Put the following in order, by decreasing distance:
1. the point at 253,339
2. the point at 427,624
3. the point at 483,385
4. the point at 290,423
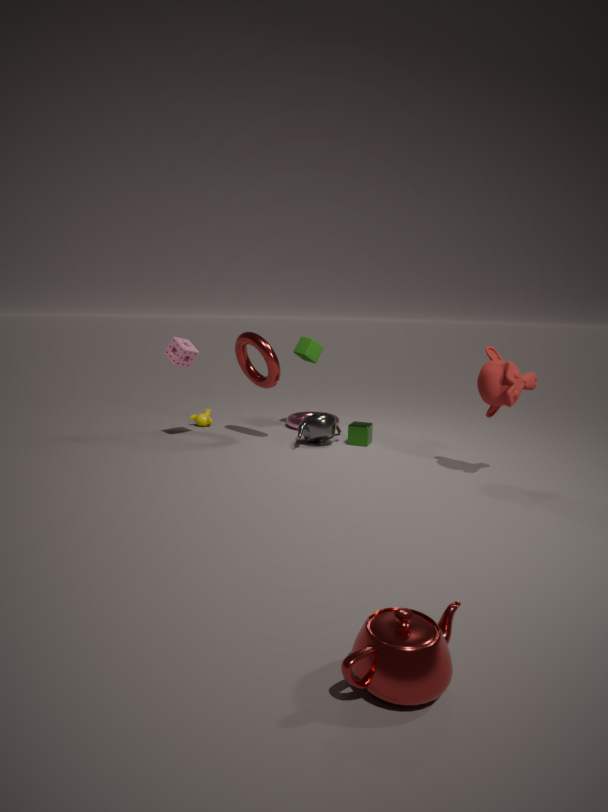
the point at 290,423 → the point at 253,339 → the point at 483,385 → the point at 427,624
